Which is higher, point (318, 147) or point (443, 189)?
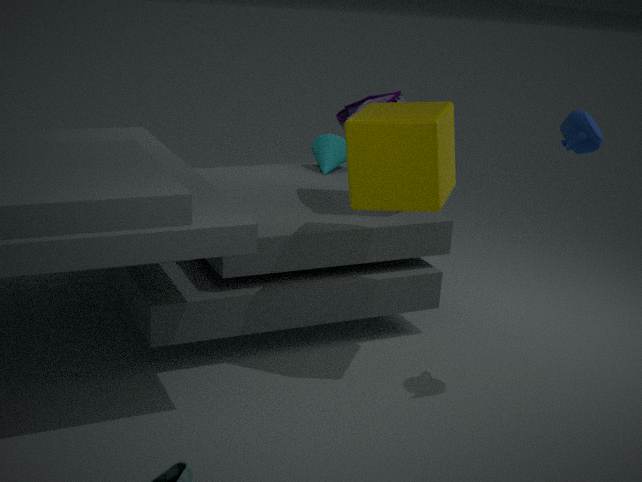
point (443, 189)
